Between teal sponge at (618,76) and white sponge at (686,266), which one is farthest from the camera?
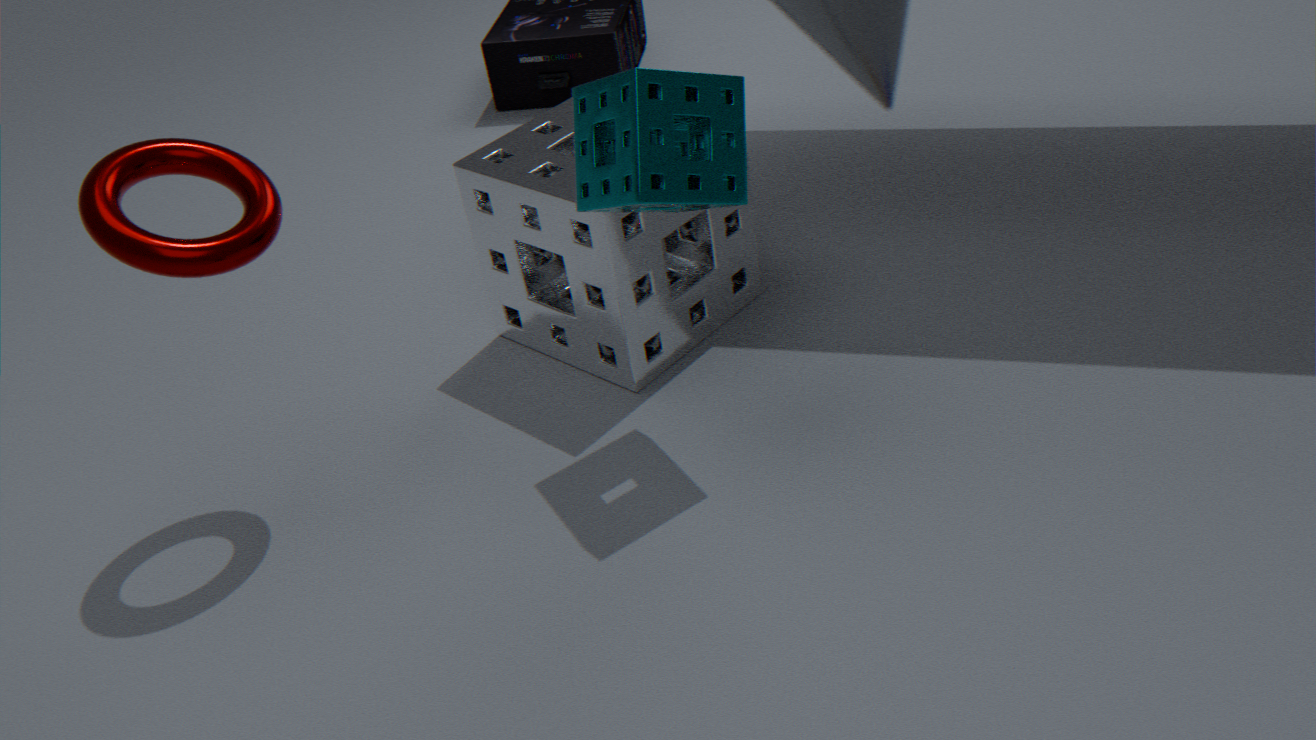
white sponge at (686,266)
